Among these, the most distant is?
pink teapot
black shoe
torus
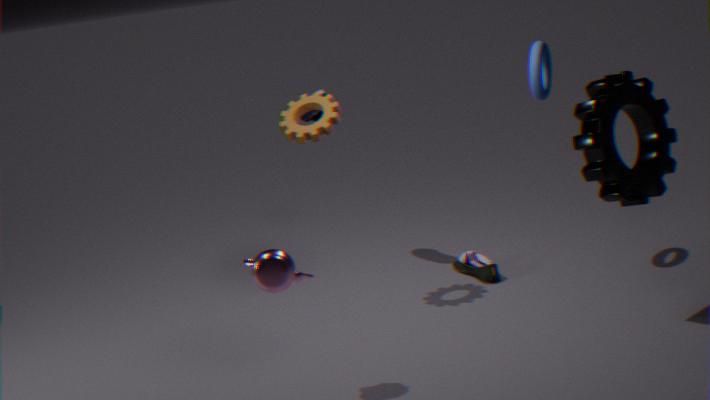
black shoe
